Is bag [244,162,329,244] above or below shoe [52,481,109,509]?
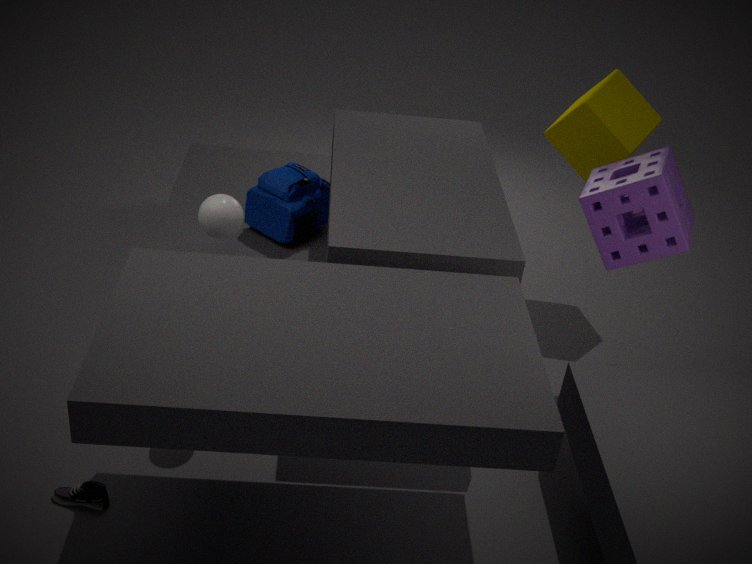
above
